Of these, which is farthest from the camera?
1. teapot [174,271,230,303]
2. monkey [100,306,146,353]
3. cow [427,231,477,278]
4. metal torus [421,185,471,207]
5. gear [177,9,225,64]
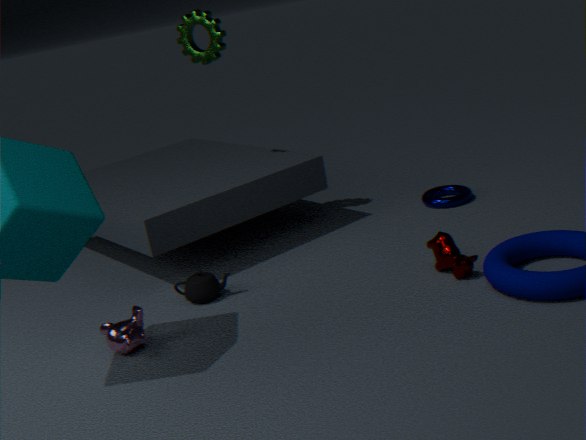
metal torus [421,185,471,207]
